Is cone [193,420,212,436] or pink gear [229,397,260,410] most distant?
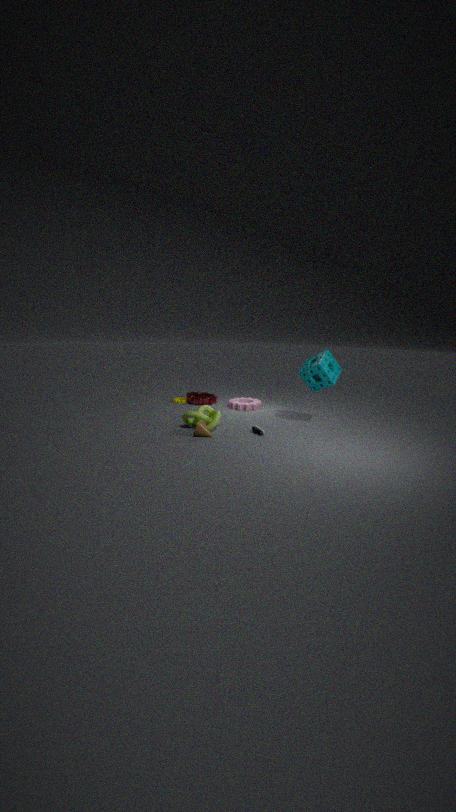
pink gear [229,397,260,410]
